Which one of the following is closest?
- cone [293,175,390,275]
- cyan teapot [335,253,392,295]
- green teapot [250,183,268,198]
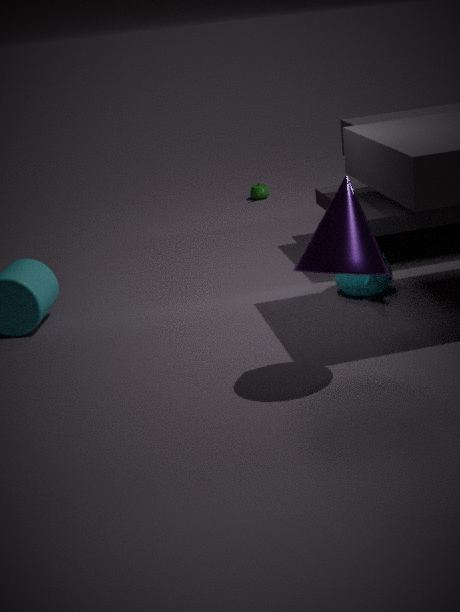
cone [293,175,390,275]
